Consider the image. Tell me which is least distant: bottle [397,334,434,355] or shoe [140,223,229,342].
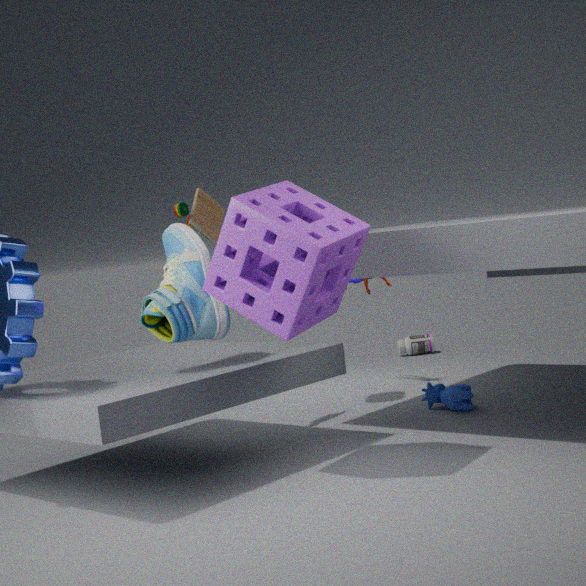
shoe [140,223,229,342]
